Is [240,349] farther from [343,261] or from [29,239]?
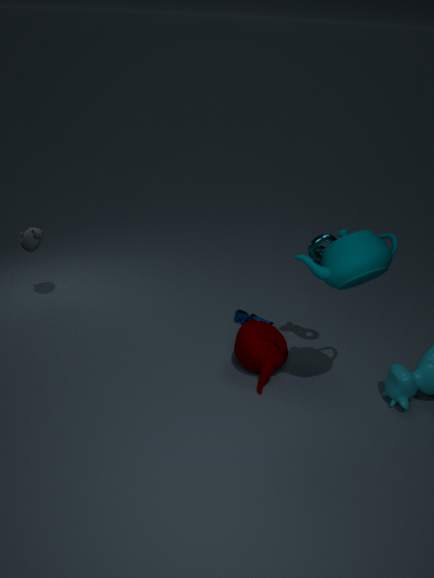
[29,239]
